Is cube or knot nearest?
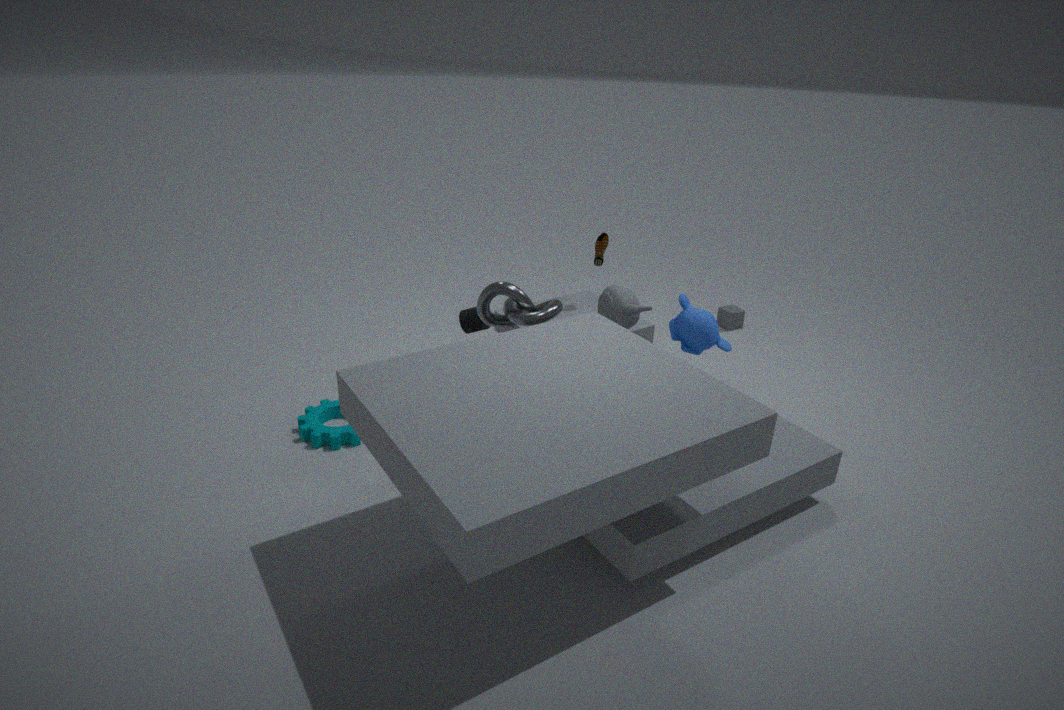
knot
